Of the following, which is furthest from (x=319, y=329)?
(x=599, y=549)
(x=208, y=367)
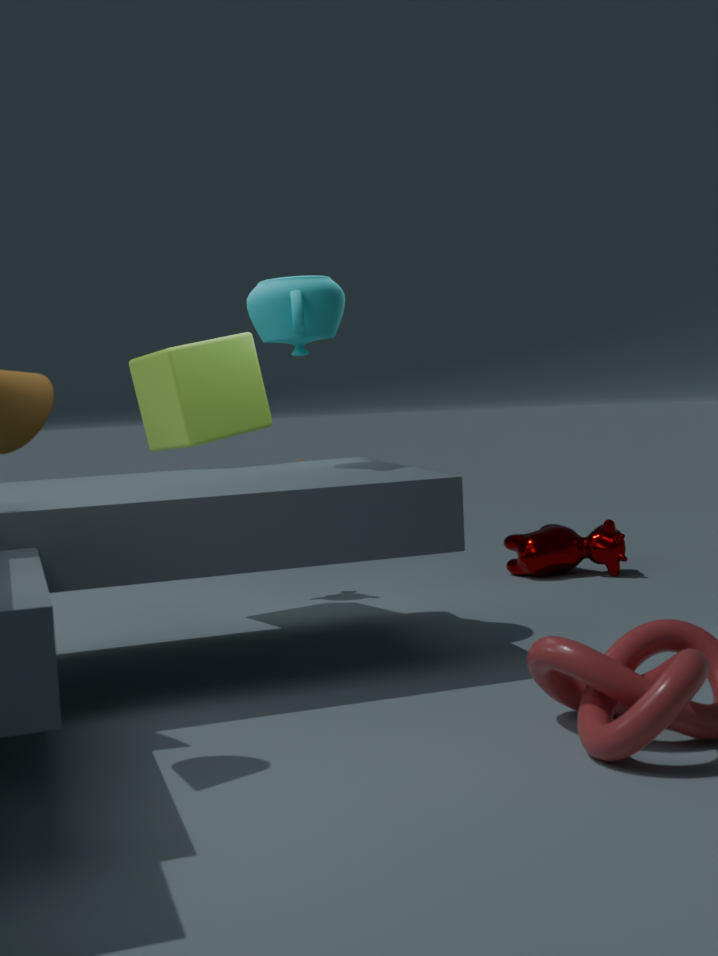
(x=599, y=549)
